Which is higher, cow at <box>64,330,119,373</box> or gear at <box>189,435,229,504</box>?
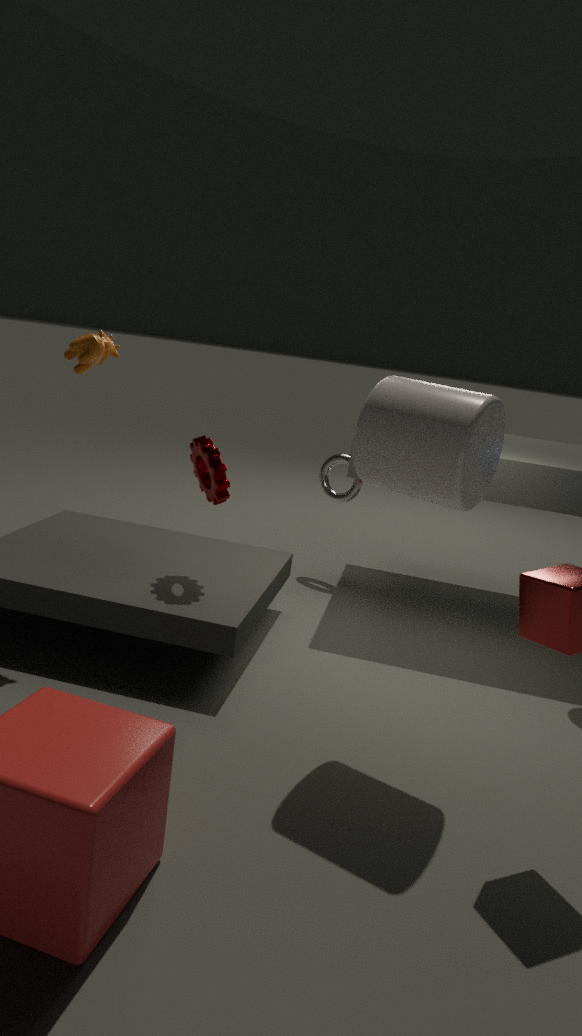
cow at <box>64,330,119,373</box>
